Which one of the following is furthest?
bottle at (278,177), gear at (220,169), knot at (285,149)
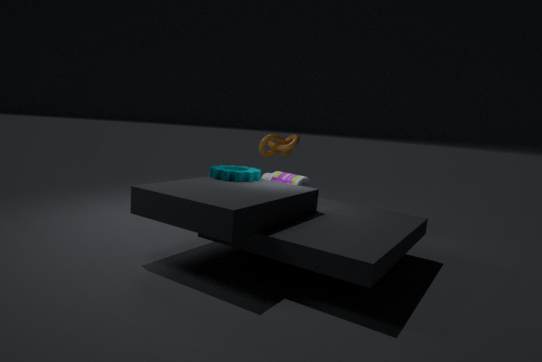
knot at (285,149)
